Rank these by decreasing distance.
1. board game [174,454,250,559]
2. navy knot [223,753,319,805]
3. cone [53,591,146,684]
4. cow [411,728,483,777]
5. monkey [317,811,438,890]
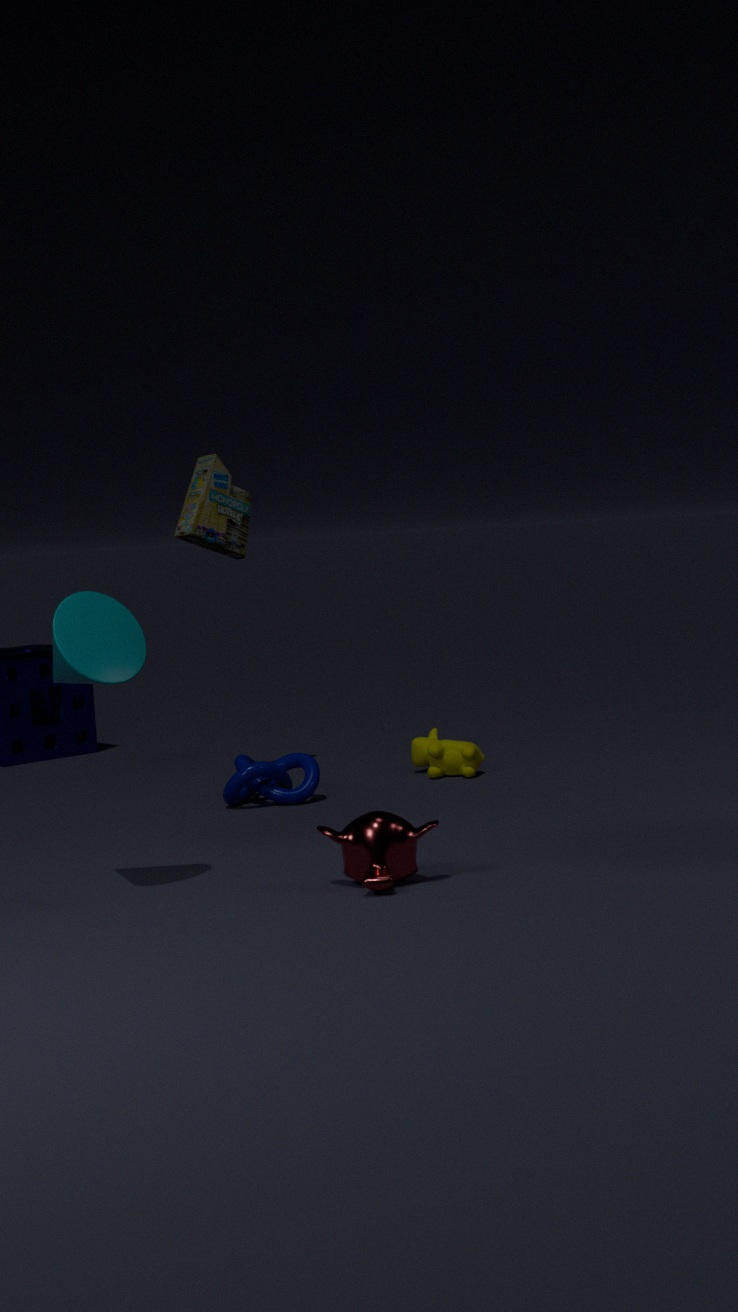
1. board game [174,454,250,559]
2. cow [411,728,483,777]
3. navy knot [223,753,319,805]
4. monkey [317,811,438,890]
5. cone [53,591,146,684]
